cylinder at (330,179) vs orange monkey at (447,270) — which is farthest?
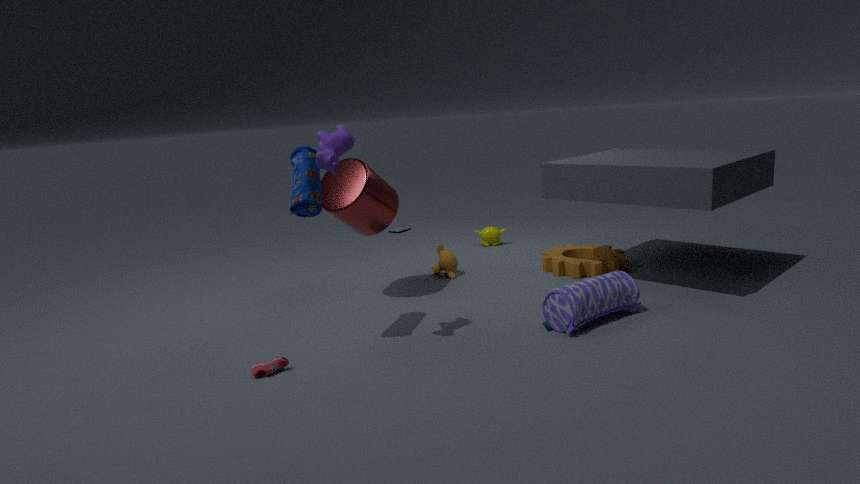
orange monkey at (447,270)
